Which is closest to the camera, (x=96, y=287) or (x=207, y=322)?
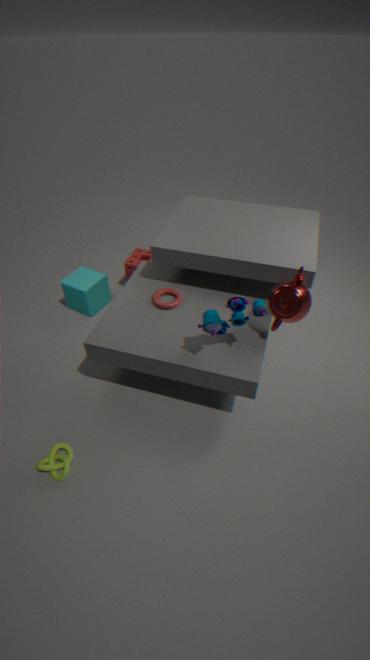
(x=207, y=322)
